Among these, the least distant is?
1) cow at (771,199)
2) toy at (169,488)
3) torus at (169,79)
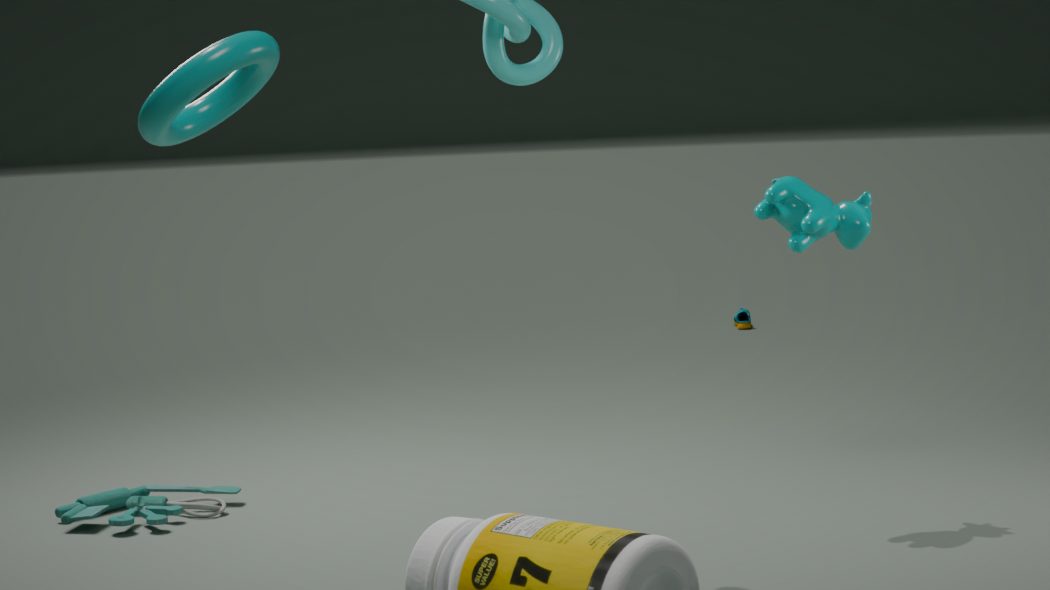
3. torus at (169,79)
